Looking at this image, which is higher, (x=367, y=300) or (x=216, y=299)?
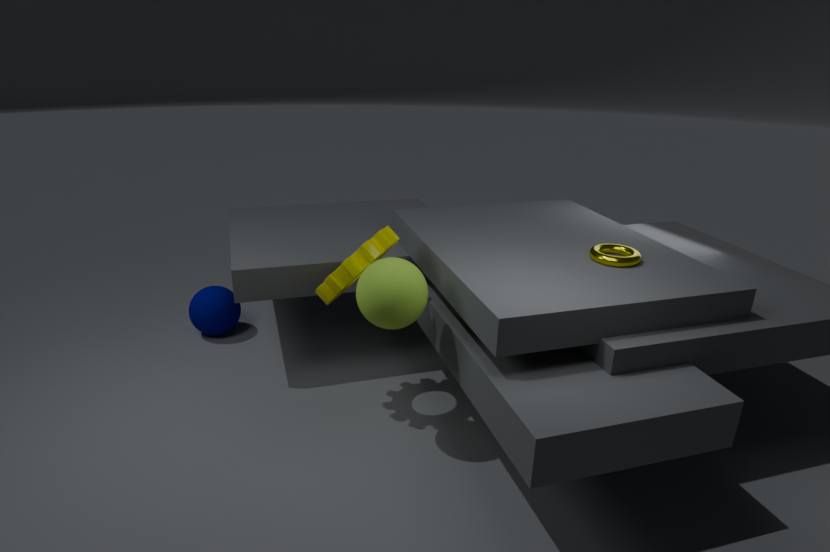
(x=367, y=300)
